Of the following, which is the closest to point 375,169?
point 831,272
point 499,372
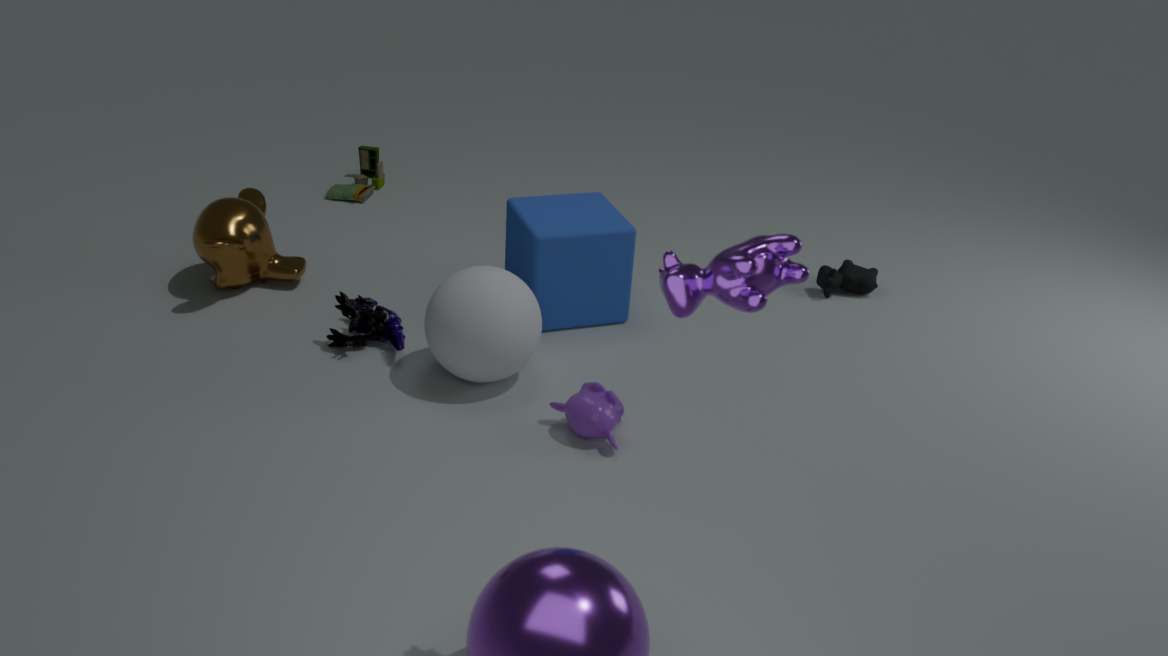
point 499,372
